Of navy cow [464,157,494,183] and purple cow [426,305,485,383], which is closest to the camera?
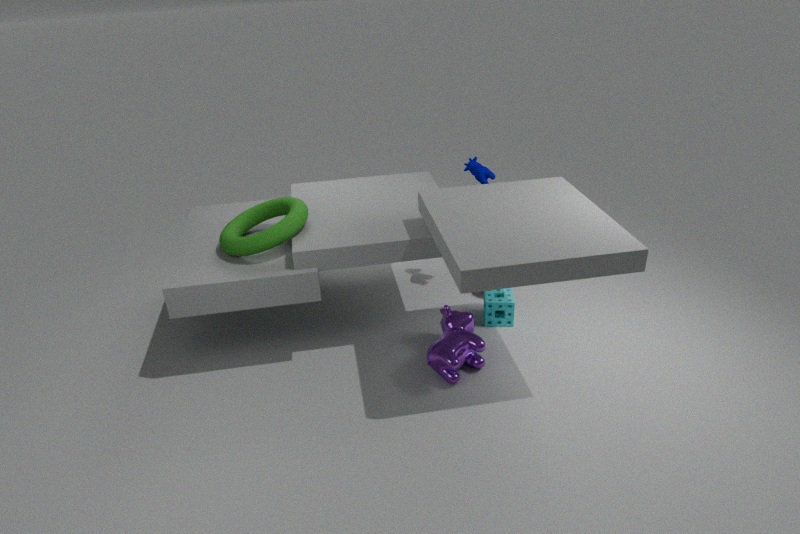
purple cow [426,305,485,383]
